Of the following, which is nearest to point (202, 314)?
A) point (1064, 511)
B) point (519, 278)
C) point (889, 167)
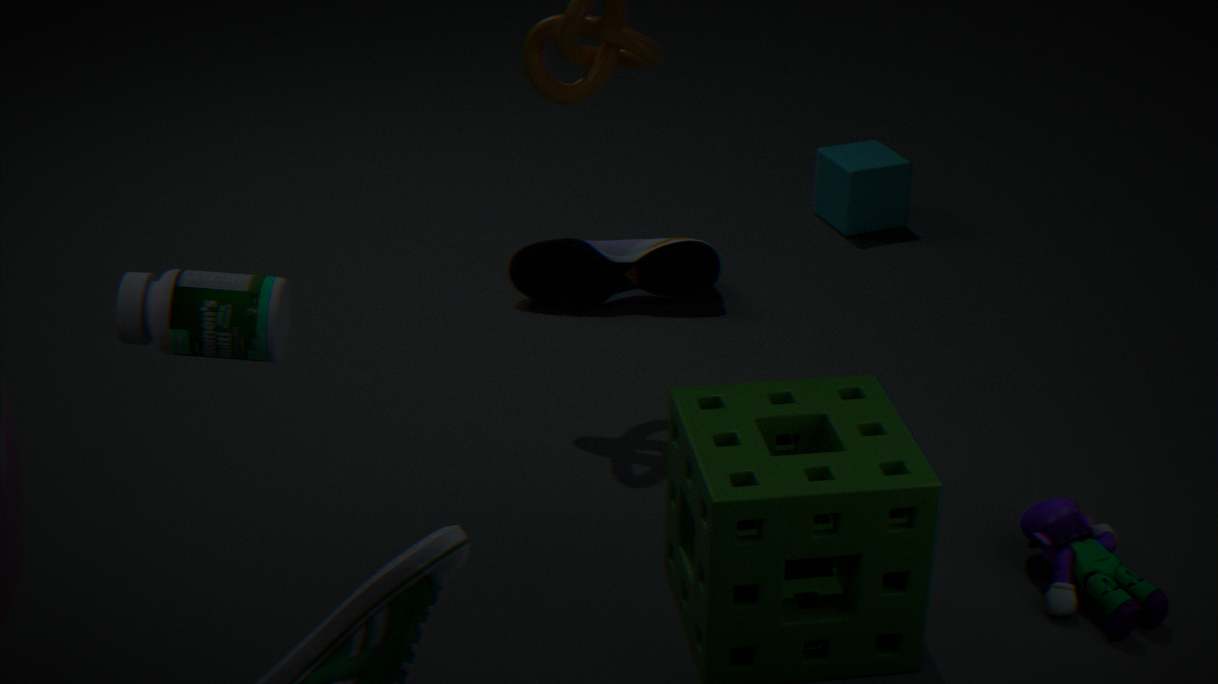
point (1064, 511)
